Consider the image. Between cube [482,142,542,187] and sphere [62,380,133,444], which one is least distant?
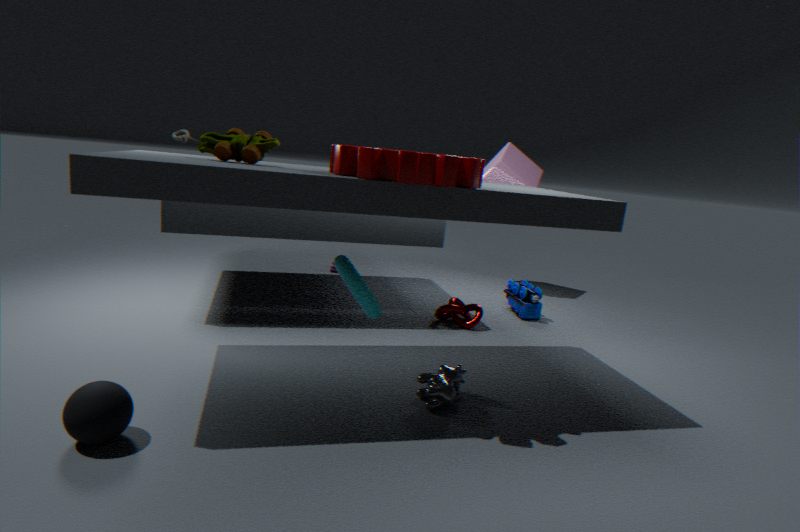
sphere [62,380,133,444]
